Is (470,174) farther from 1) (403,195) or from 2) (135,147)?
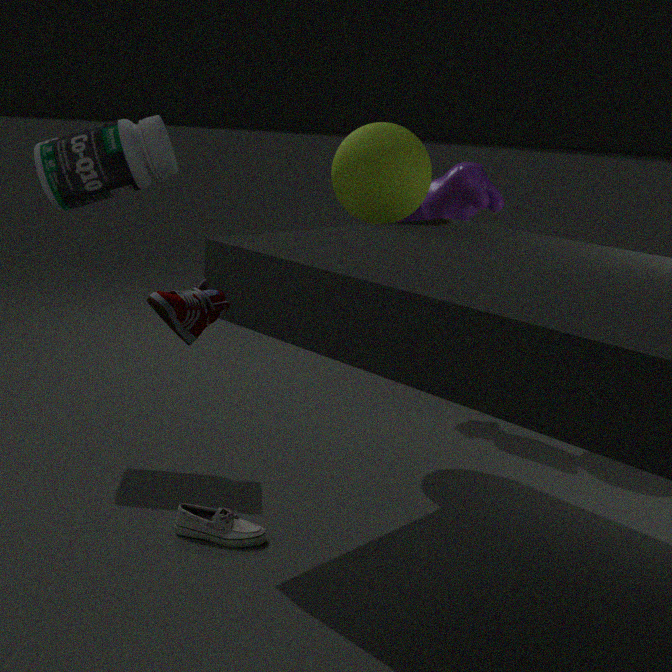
2) (135,147)
